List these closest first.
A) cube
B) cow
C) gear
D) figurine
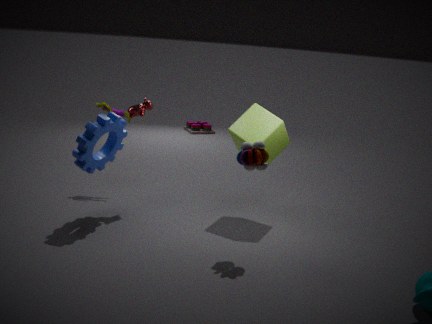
gear → cube → cow → figurine
